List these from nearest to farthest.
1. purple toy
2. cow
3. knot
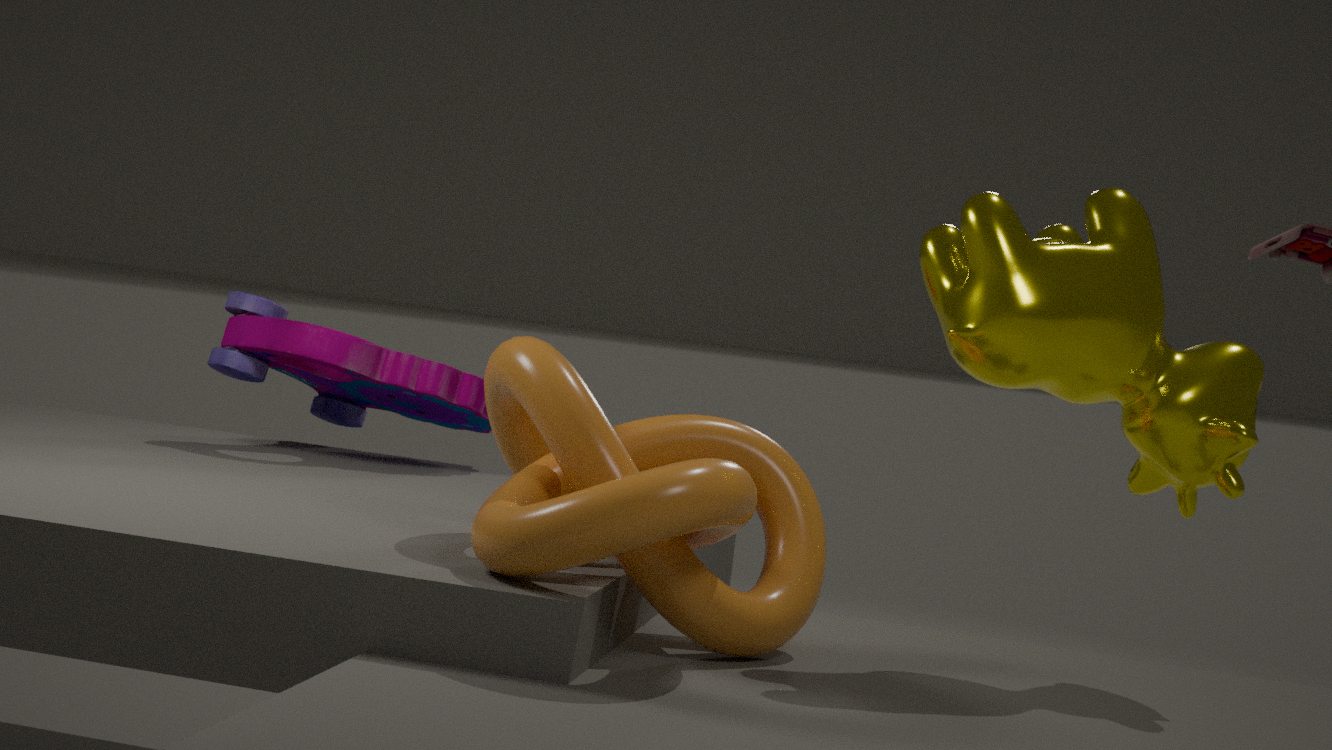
knot < cow < purple toy
